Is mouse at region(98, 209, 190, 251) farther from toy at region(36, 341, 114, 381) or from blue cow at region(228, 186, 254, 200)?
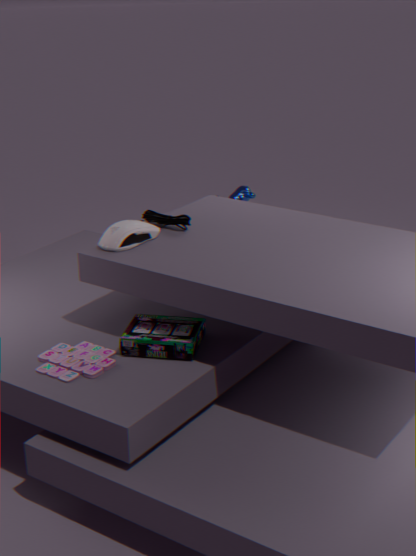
blue cow at region(228, 186, 254, 200)
